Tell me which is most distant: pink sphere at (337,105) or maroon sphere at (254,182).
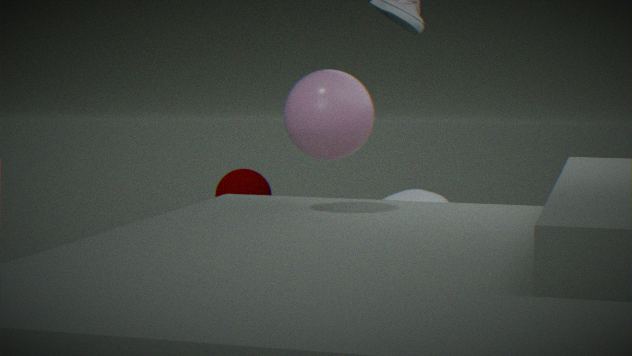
maroon sphere at (254,182)
